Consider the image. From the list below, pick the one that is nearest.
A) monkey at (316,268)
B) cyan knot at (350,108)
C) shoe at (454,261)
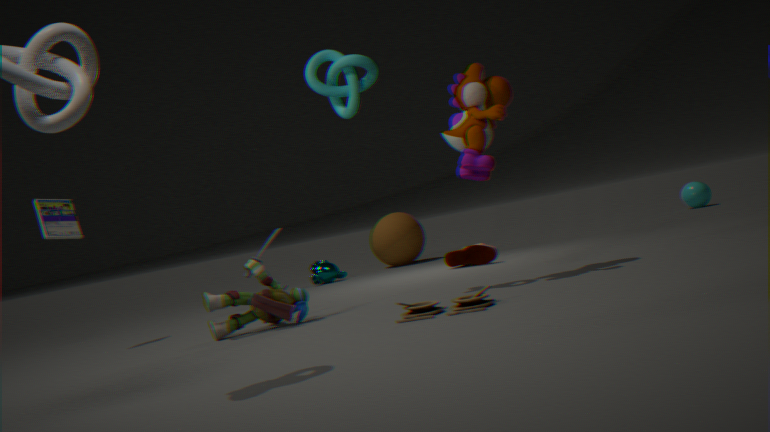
cyan knot at (350,108)
